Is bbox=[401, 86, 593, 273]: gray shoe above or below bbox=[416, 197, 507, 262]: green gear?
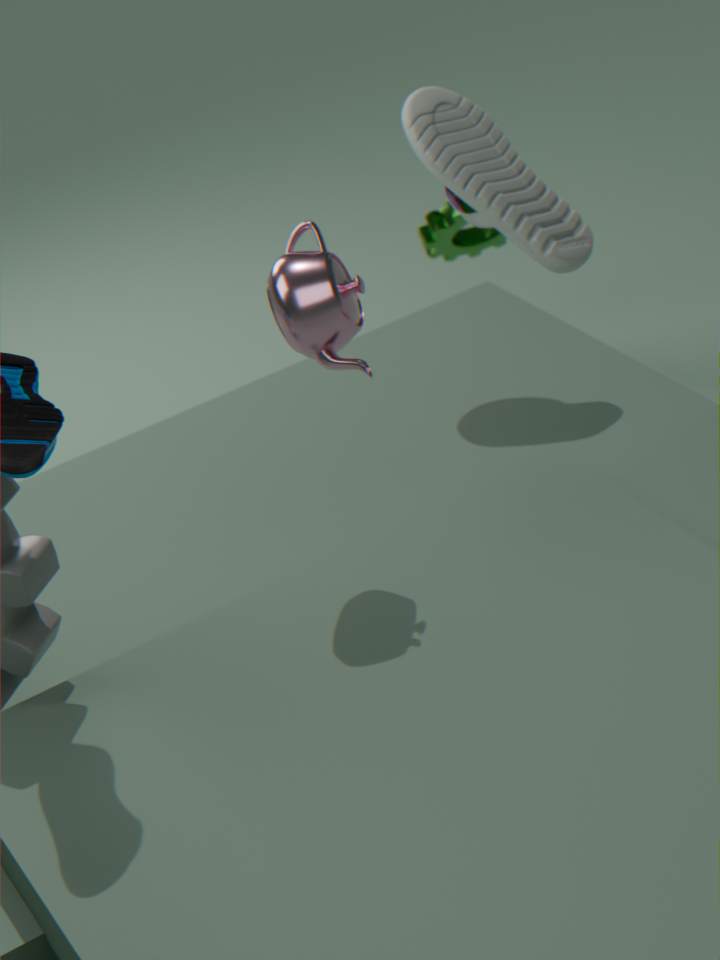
above
